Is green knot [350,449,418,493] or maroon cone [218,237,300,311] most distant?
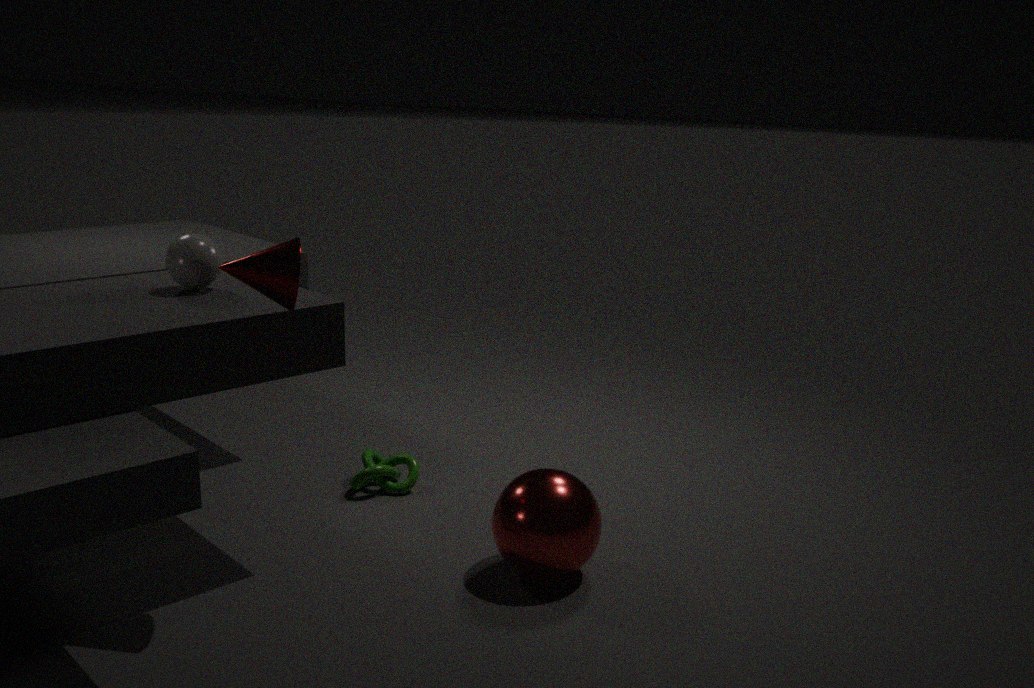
green knot [350,449,418,493]
